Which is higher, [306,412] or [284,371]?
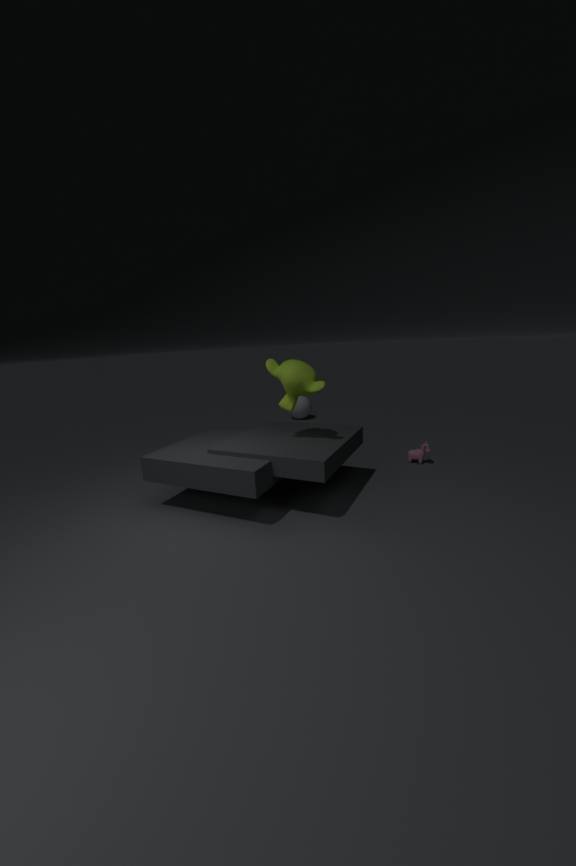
[284,371]
